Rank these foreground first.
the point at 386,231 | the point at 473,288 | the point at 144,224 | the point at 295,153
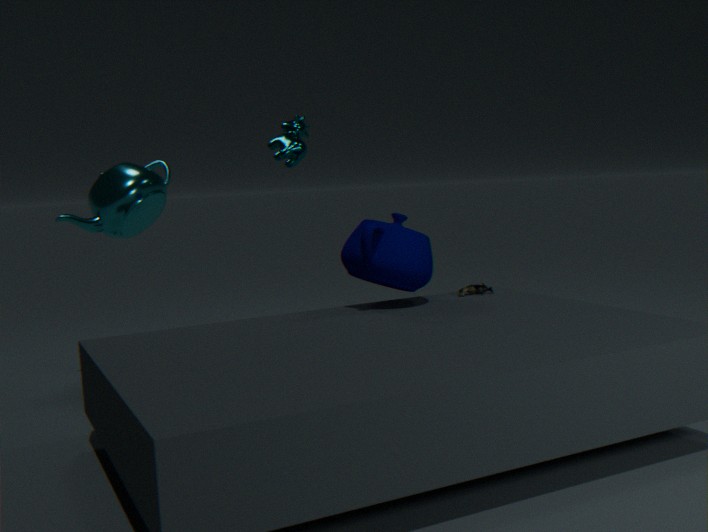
the point at 386,231
the point at 473,288
the point at 295,153
the point at 144,224
